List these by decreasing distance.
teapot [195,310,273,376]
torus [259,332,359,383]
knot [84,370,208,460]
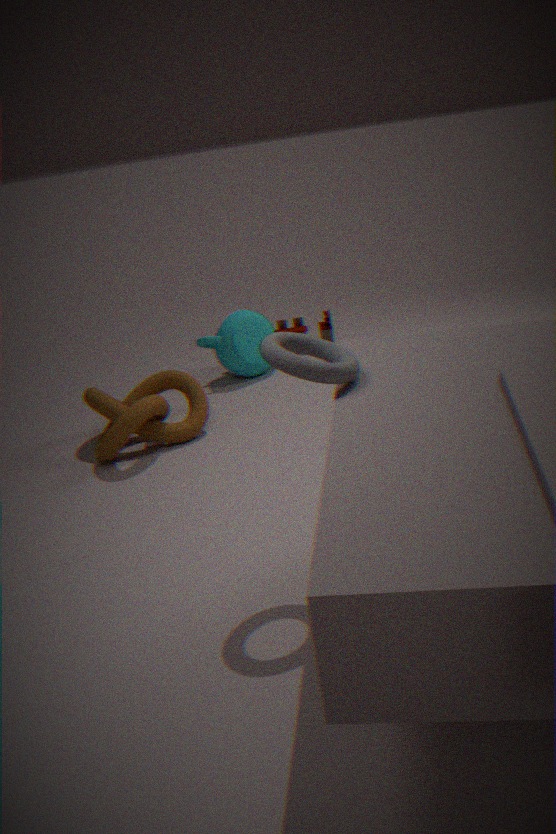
teapot [195,310,273,376], knot [84,370,208,460], torus [259,332,359,383]
